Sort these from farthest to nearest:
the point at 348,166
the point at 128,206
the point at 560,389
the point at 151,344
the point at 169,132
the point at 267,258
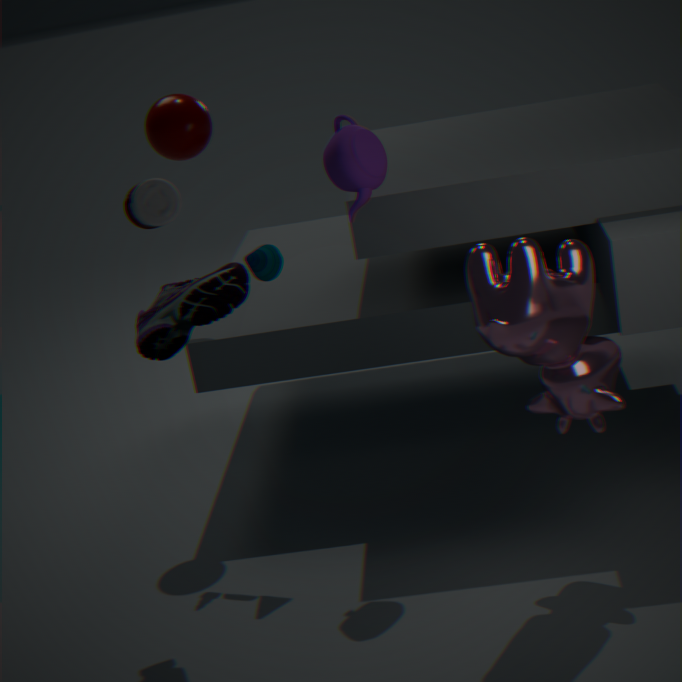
1. the point at 169,132
2. the point at 267,258
3. the point at 348,166
4. the point at 128,206
5. the point at 560,389
6. the point at 151,344
